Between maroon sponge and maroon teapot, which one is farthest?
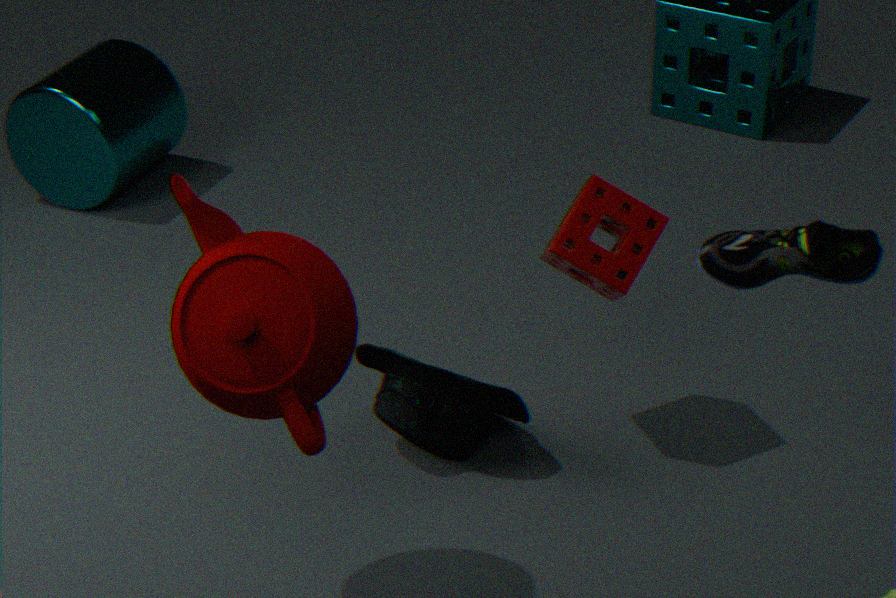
maroon sponge
